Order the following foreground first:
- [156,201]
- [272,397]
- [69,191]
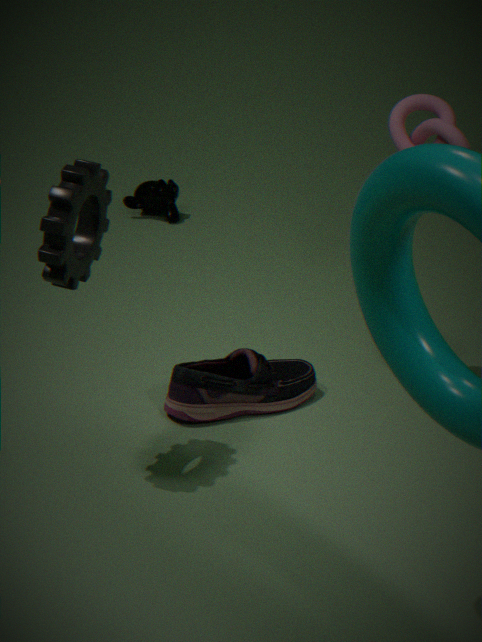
[69,191], [272,397], [156,201]
